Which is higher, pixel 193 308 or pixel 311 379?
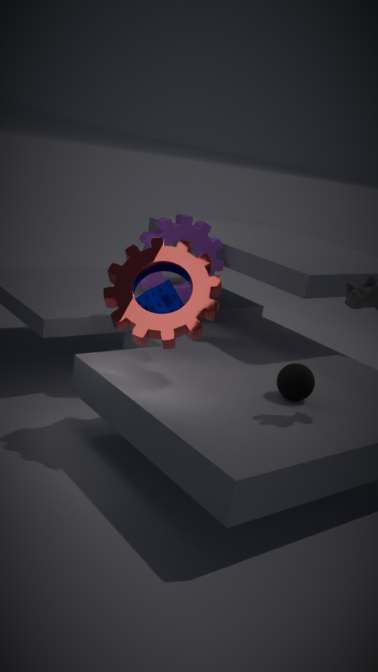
pixel 193 308
